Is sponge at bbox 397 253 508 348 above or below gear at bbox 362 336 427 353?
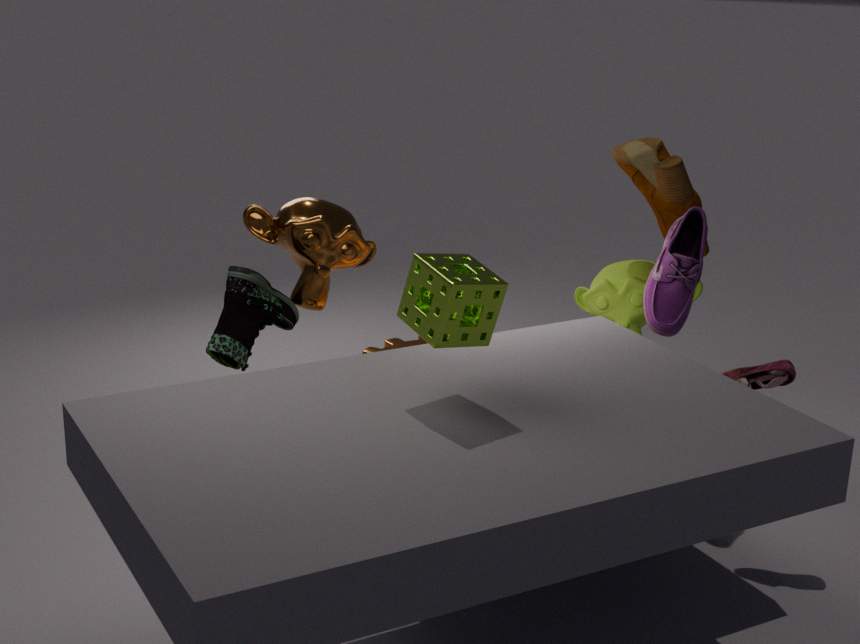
above
